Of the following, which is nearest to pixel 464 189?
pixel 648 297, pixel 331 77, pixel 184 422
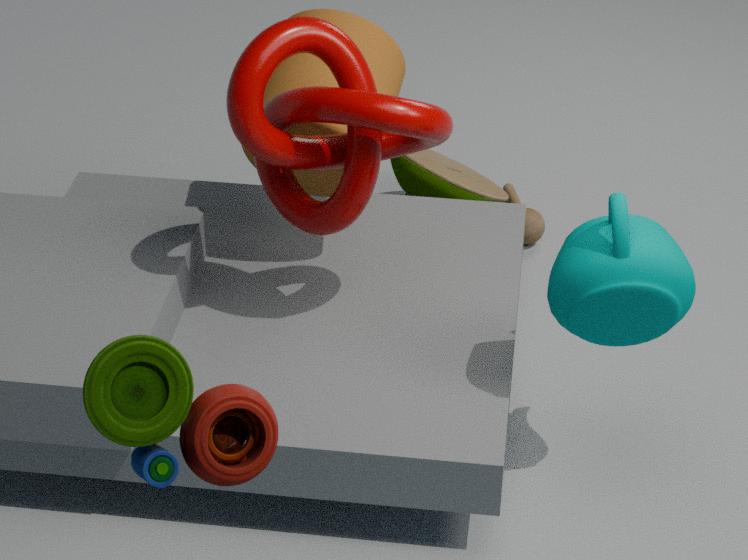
pixel 331 77
